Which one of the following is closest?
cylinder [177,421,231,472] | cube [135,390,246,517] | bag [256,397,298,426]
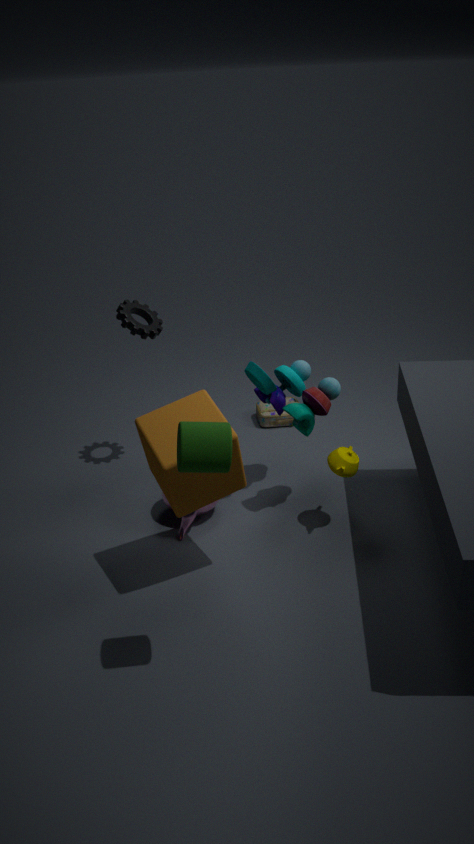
cylinder [177,421,231,472]
